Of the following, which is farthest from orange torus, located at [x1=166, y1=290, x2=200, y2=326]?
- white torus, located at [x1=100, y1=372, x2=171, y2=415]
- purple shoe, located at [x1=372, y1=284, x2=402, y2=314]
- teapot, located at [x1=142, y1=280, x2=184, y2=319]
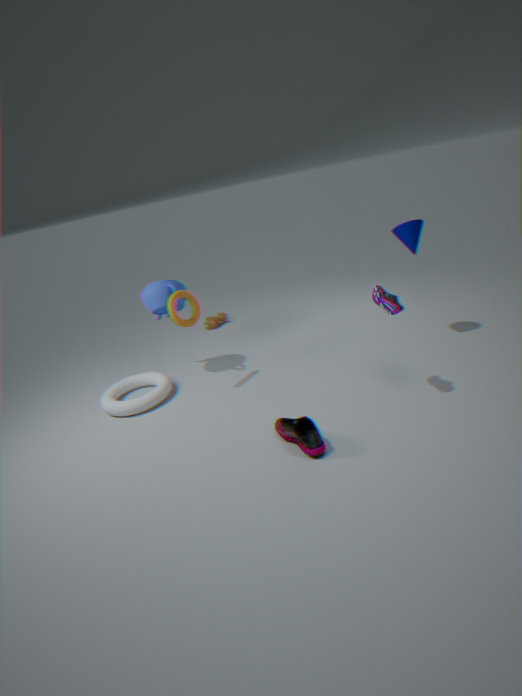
purple shoe, located at [x1=372, y1=284, x2=402, y2=314]
